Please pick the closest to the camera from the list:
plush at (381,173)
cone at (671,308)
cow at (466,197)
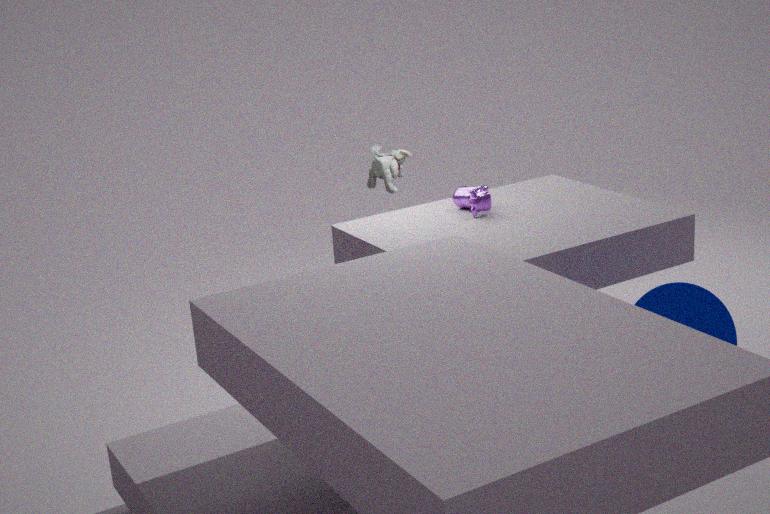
cone at (671,308)
